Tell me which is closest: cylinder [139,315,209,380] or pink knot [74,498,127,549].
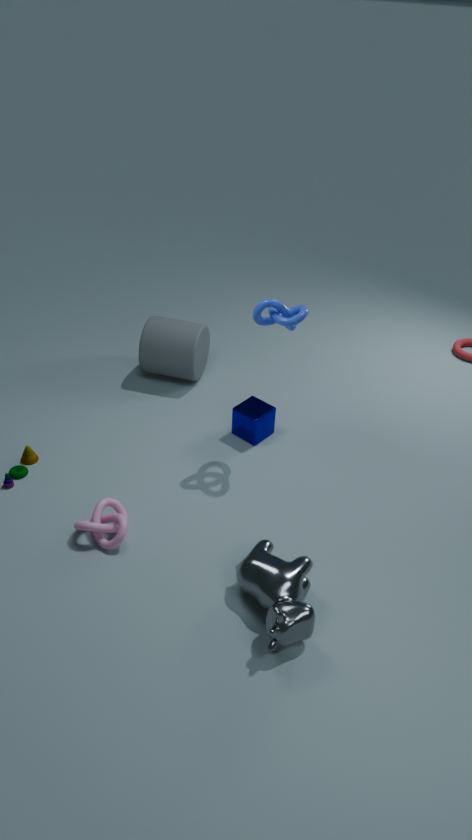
pink knot [74,498,127,549]
